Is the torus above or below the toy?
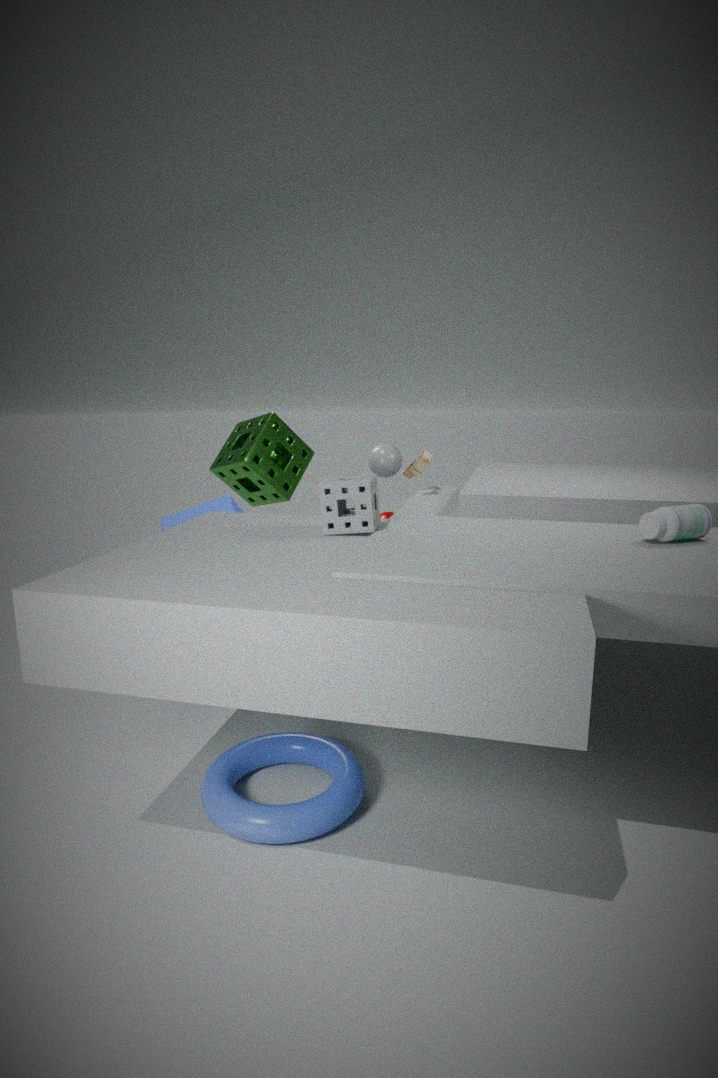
below
